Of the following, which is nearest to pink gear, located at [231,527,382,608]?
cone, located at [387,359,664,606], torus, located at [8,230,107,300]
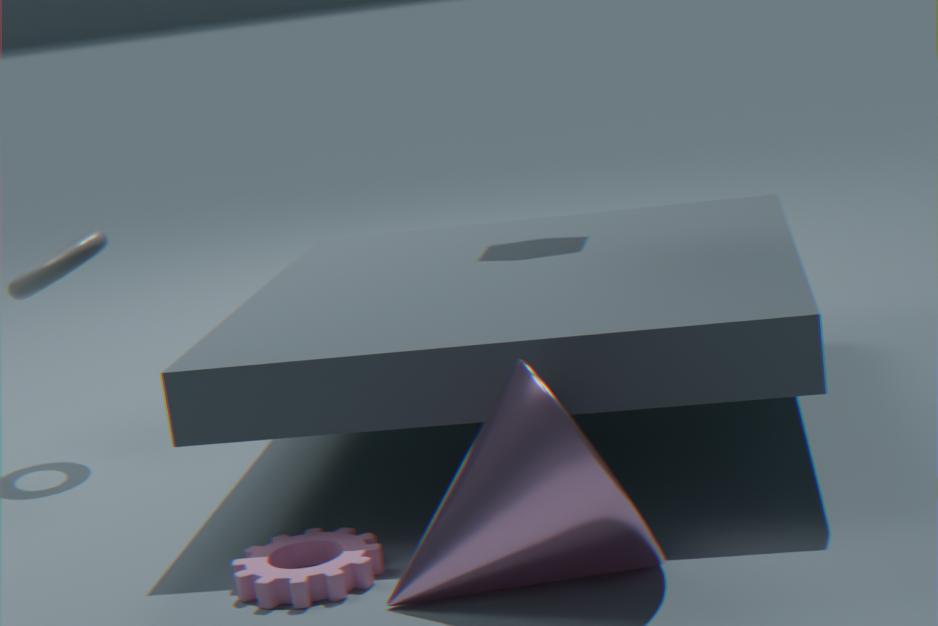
cone, located at [387,359,664,606]
